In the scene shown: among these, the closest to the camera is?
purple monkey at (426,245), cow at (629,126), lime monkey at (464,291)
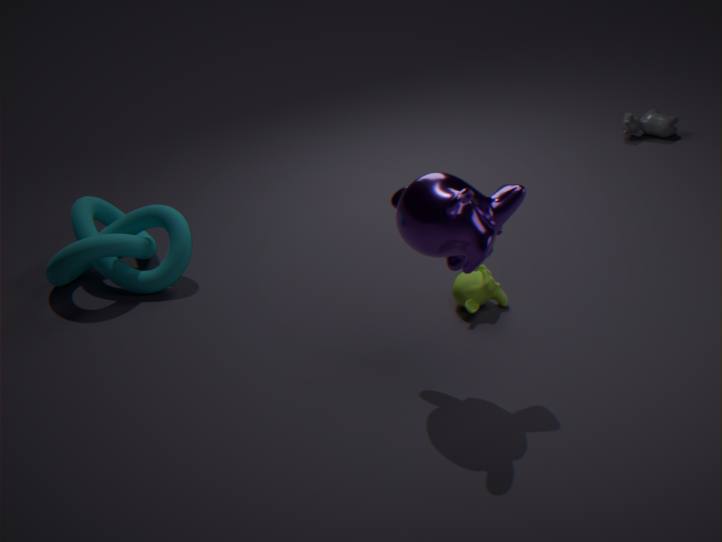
purple monkey at (426,245)
